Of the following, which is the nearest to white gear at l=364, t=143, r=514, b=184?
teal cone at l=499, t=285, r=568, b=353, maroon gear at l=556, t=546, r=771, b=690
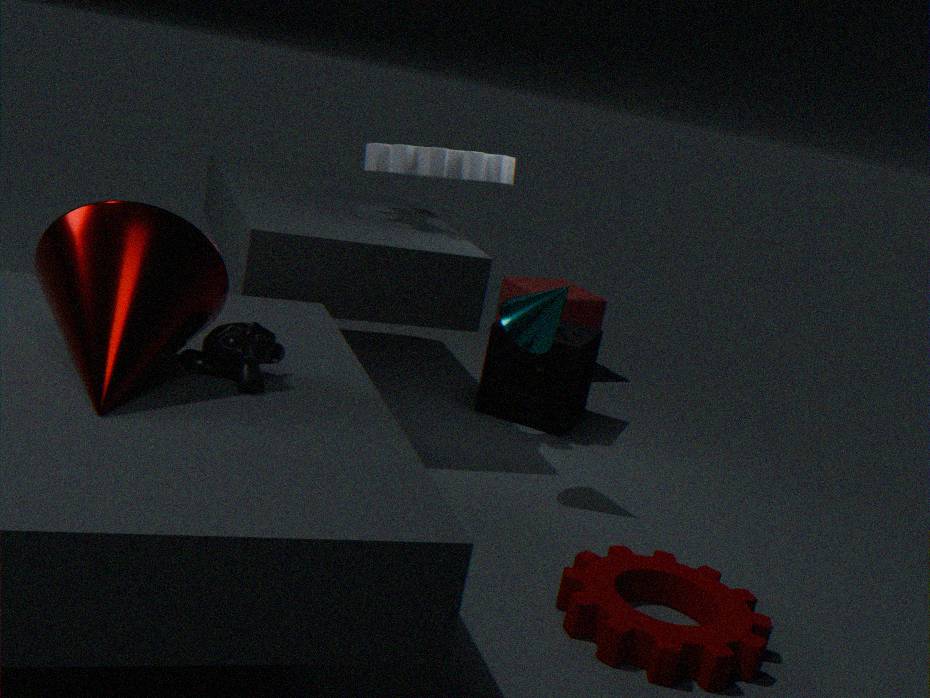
teal cone at l=499, t=285, r=568, b=353
